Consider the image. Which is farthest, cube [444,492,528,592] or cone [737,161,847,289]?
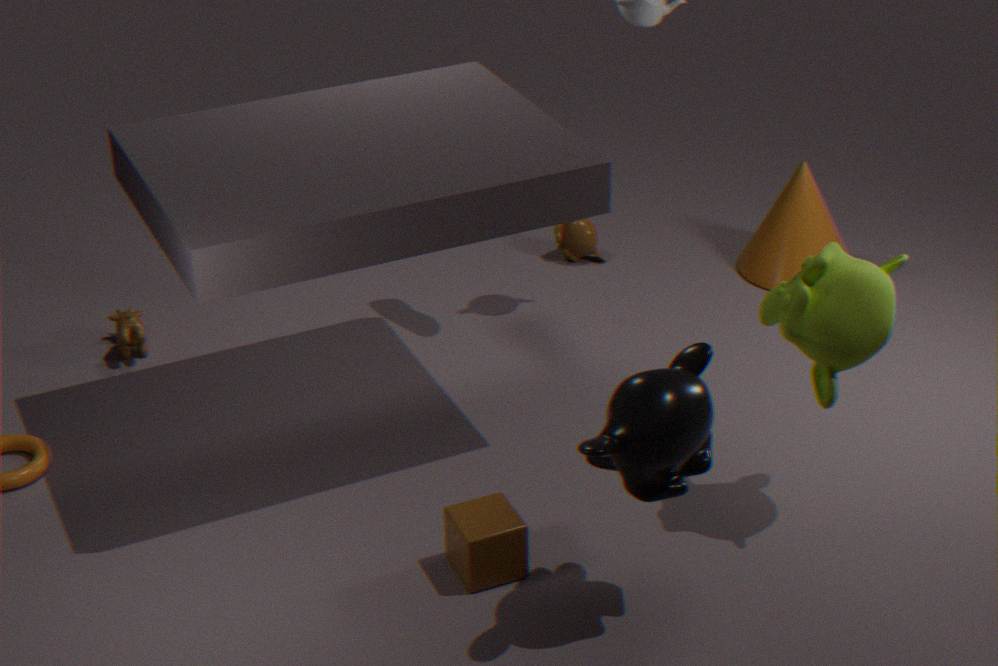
cone [737,161,847,289]
